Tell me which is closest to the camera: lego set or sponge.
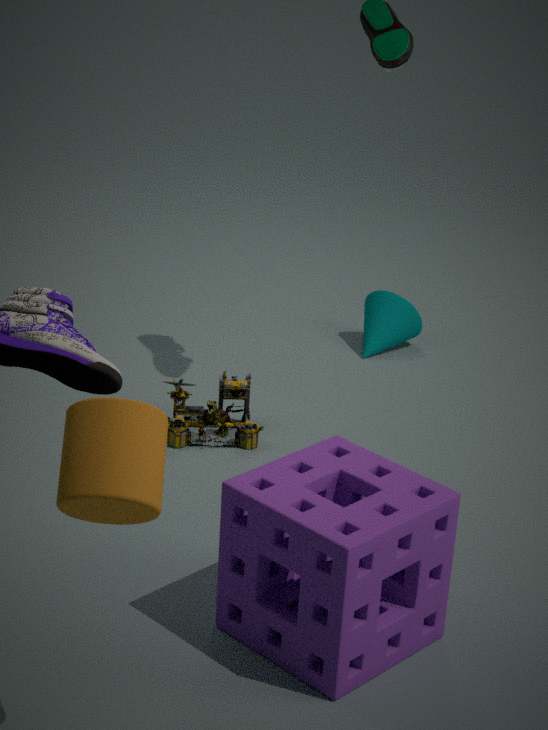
sponge
